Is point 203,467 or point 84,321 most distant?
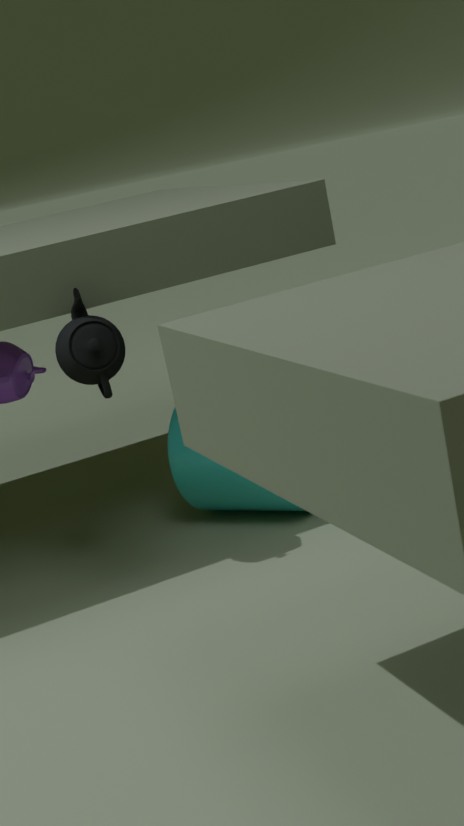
point 203,467
